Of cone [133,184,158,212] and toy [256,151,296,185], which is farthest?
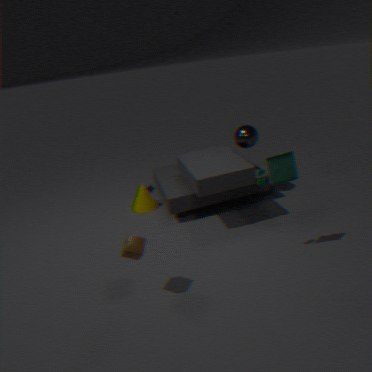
cone [133,184,158,212]
